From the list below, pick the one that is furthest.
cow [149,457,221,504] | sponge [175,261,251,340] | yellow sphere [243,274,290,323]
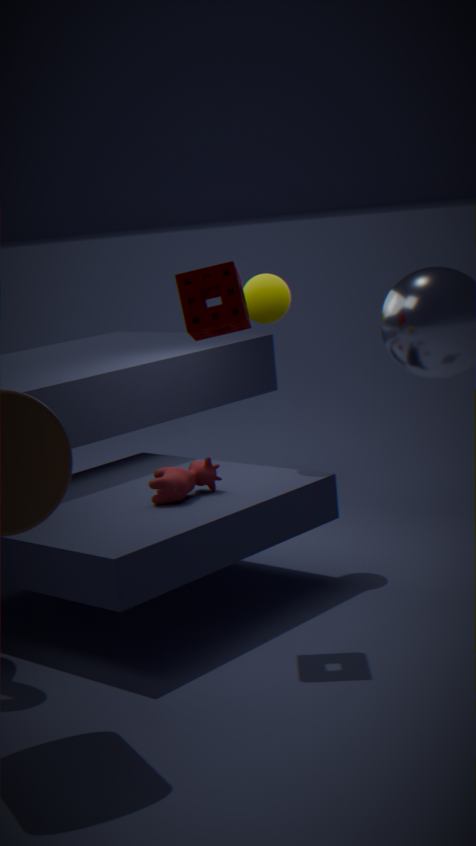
yellow sphere [243,274,290,323]
